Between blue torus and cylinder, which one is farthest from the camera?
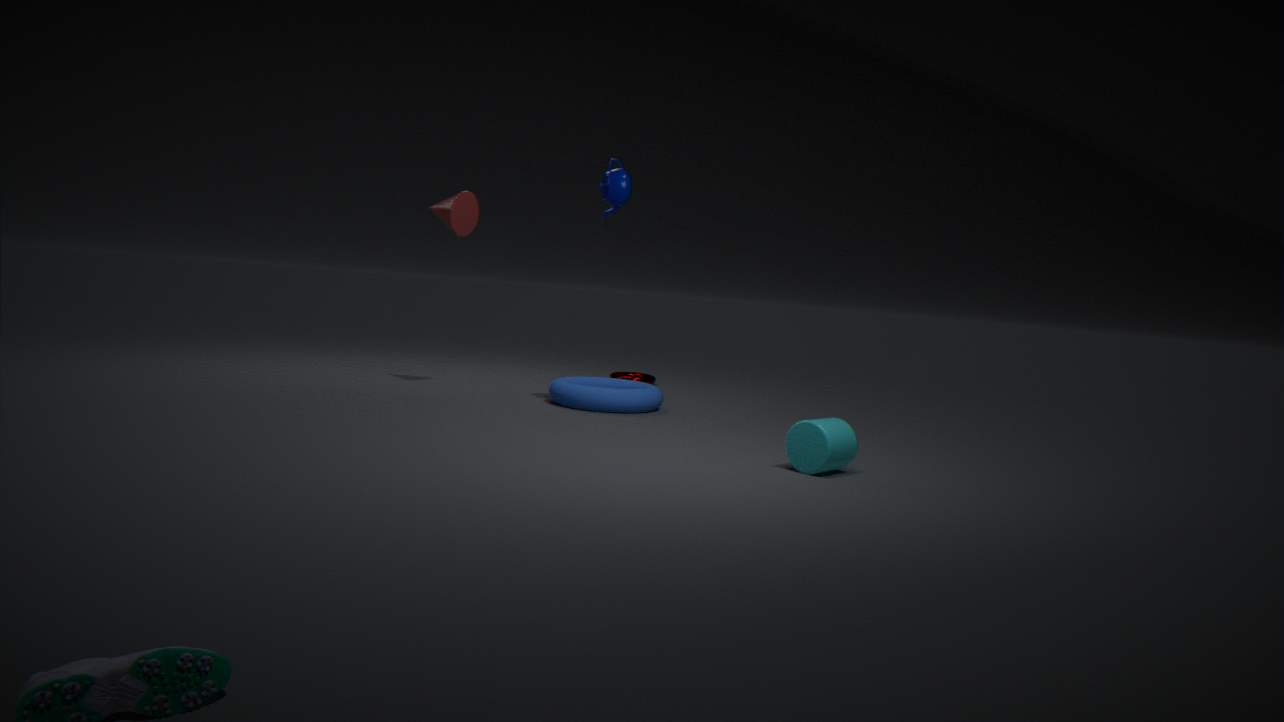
blue torus
